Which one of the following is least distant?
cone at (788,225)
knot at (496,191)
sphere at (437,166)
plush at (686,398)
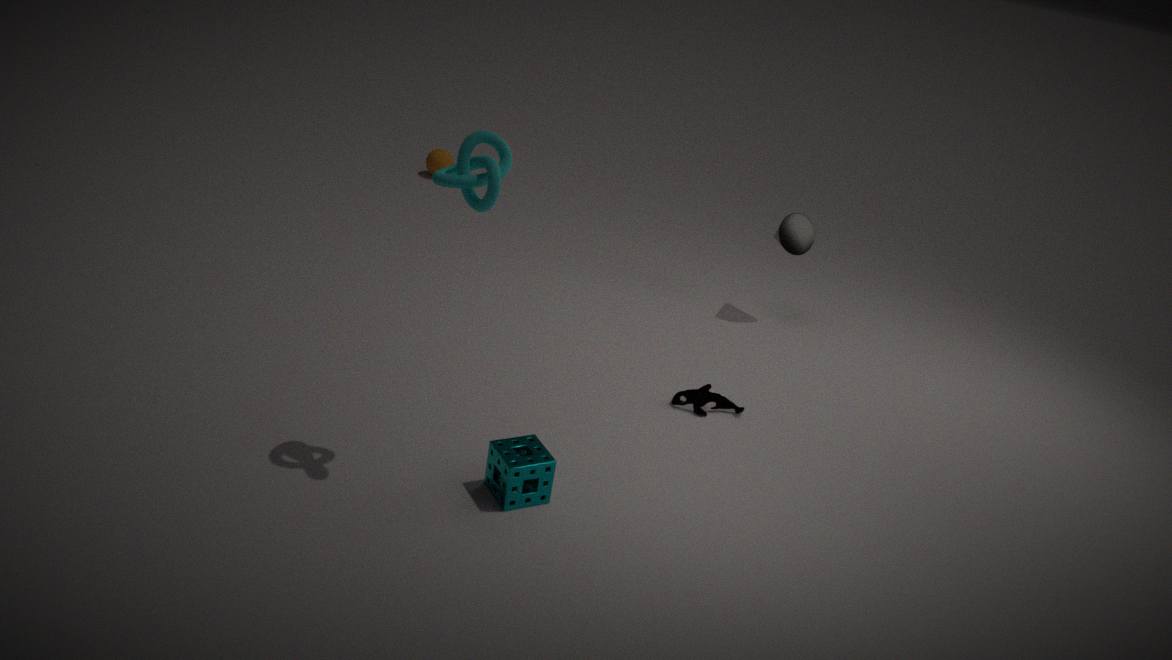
knot at (496,191)
